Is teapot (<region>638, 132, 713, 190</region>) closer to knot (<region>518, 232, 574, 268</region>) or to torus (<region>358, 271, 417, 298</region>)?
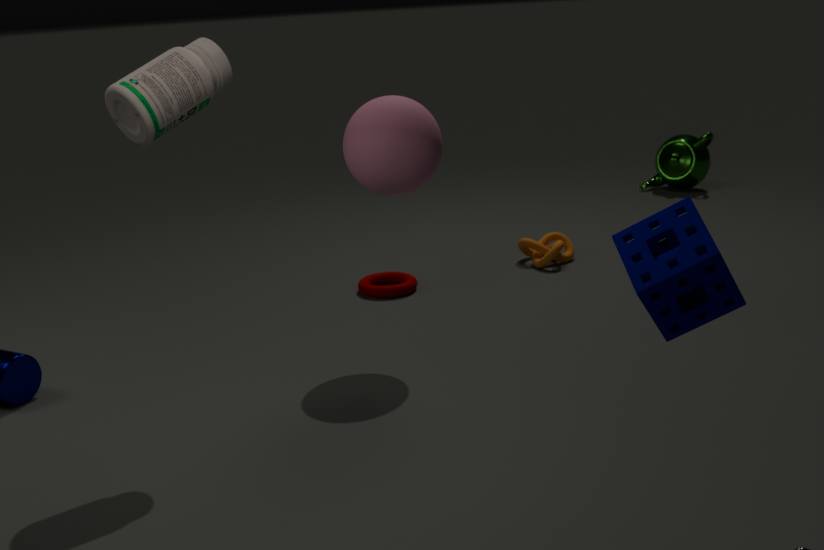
knot (<region>518, 232, 574, 268</region>)
